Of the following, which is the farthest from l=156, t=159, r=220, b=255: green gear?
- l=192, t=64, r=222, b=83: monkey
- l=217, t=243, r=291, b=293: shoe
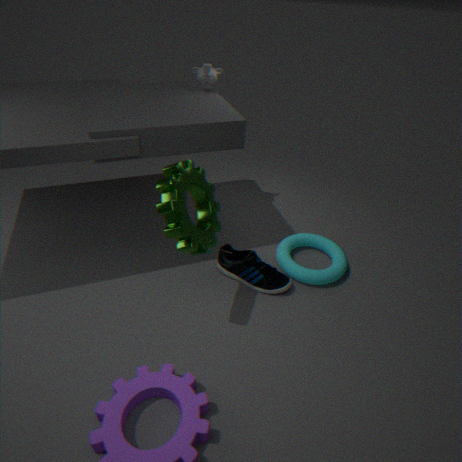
l=192, t=64, r=222, b=83: monkey
